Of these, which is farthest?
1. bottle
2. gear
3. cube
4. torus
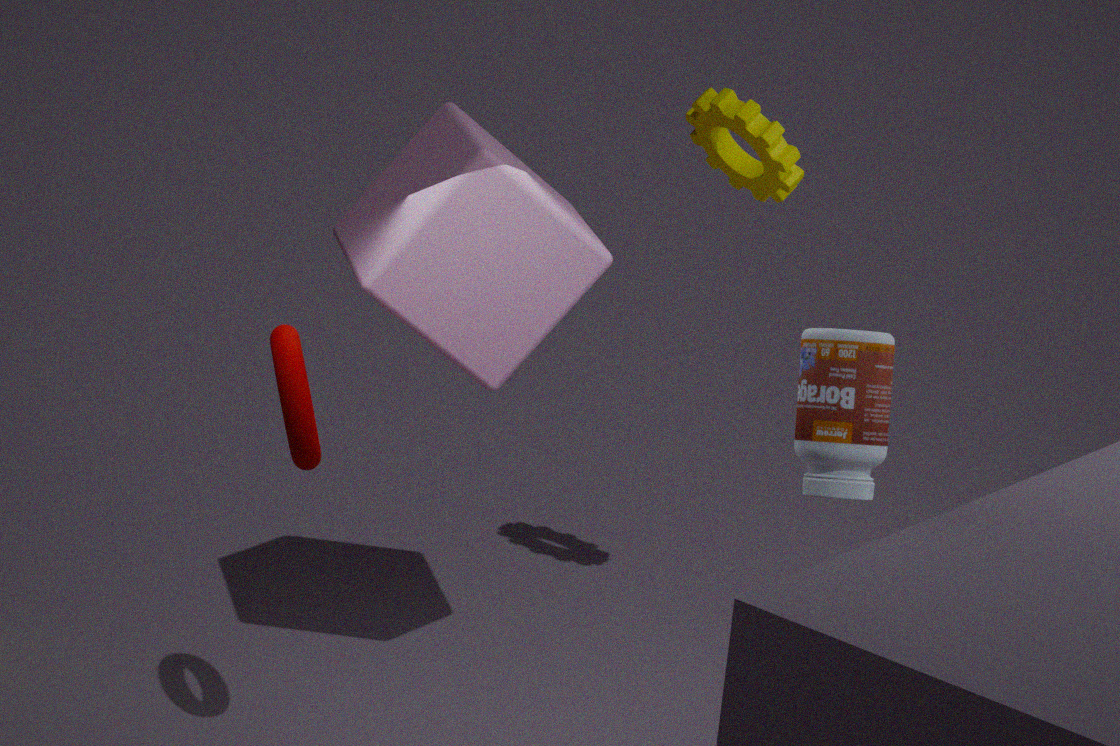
gear
